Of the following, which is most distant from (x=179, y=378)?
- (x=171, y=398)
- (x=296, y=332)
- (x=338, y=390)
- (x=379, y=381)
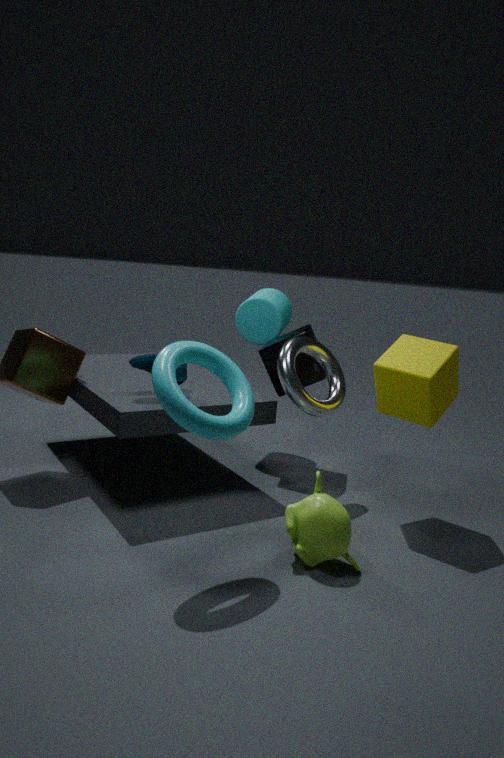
(x=379, y=381)
